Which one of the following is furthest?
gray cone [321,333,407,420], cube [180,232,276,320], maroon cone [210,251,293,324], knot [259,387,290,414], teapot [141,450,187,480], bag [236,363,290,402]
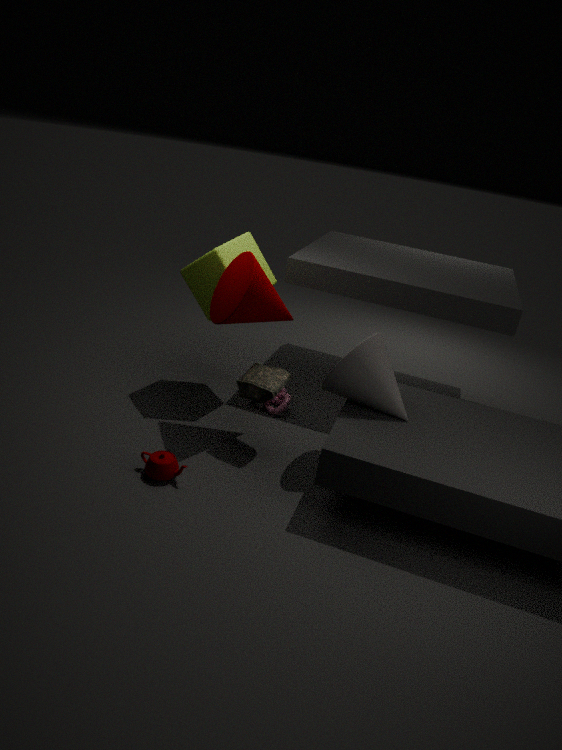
knot [259,387,290,414]
